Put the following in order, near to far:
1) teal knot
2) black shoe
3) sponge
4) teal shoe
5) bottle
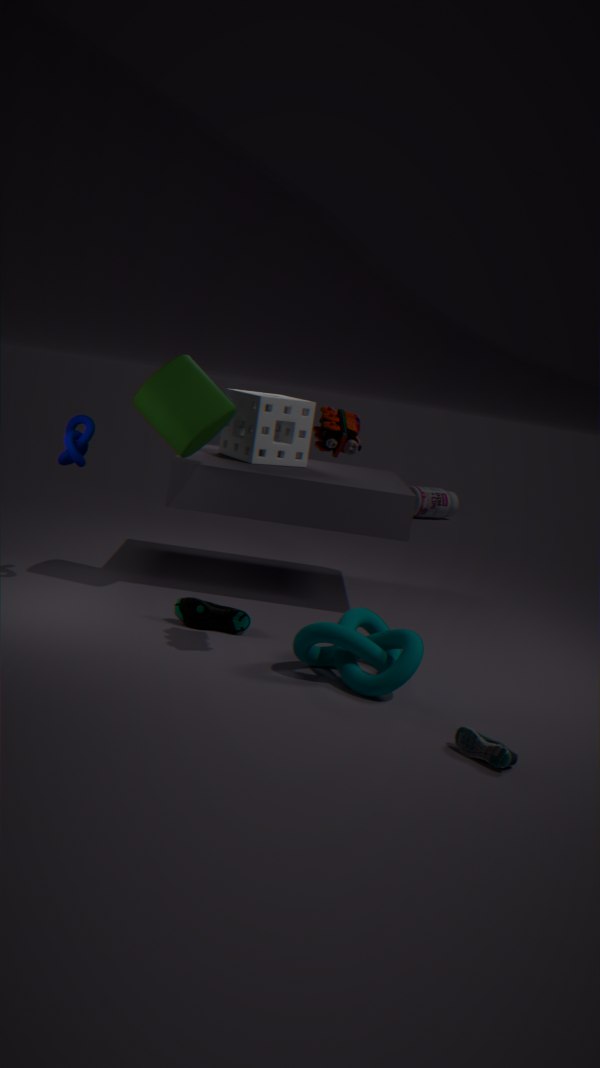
2. black shoe
1. teal knot
4. teal shoe
3. sponge
5. bottle
